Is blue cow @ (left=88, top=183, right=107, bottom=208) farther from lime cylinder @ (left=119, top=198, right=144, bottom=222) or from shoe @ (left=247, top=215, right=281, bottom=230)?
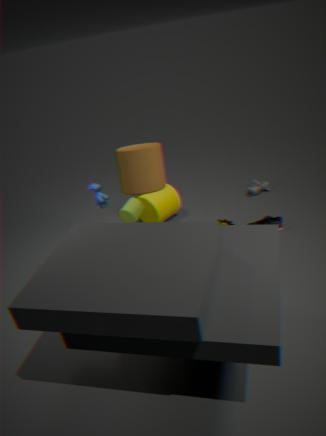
shoe @ (left=247, top=215, right=281, bottom=230)
